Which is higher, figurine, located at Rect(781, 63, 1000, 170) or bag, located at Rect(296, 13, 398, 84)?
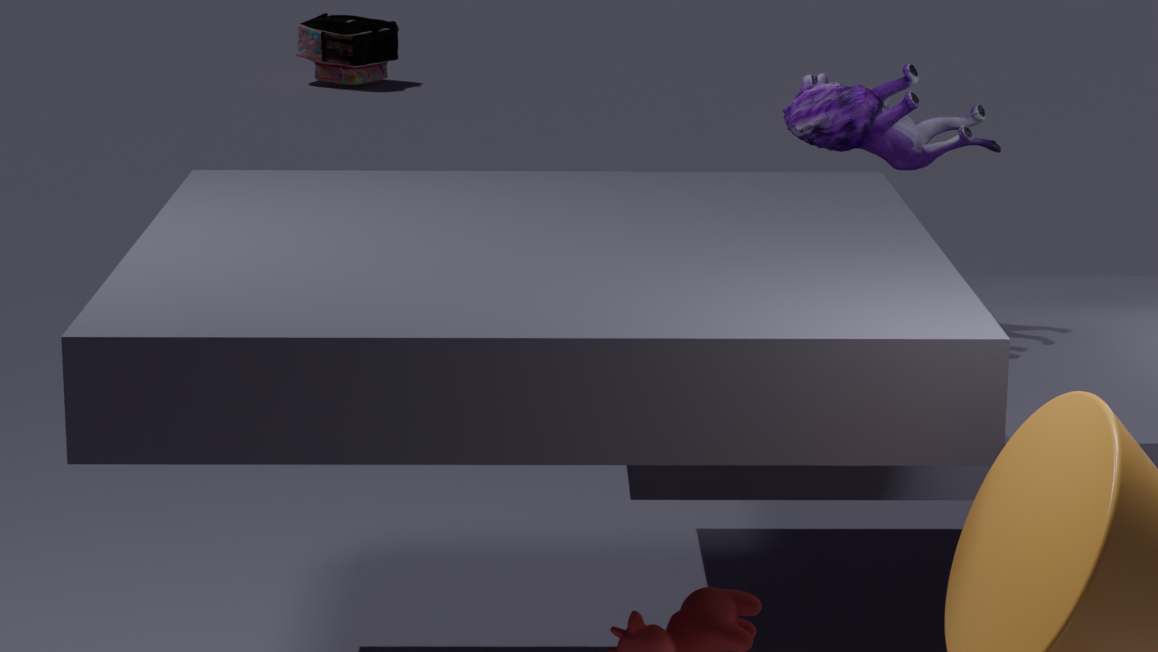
figurine, located at Rect(781, 63, 1000, 170)
